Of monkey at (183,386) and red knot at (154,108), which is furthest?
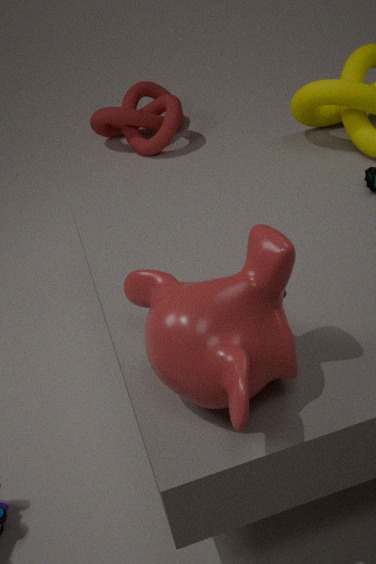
red knot at (154,108)
